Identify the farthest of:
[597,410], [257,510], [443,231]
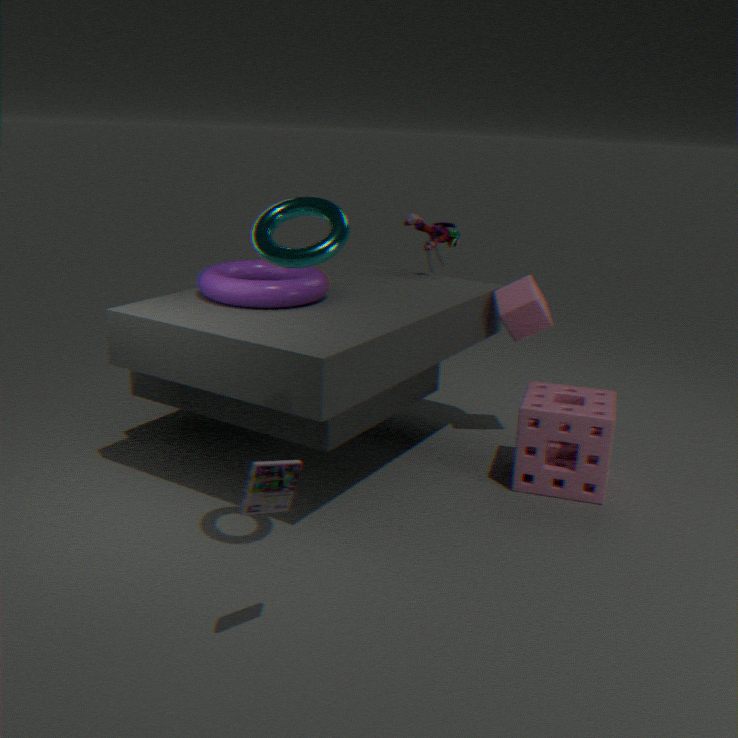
[443,231]
